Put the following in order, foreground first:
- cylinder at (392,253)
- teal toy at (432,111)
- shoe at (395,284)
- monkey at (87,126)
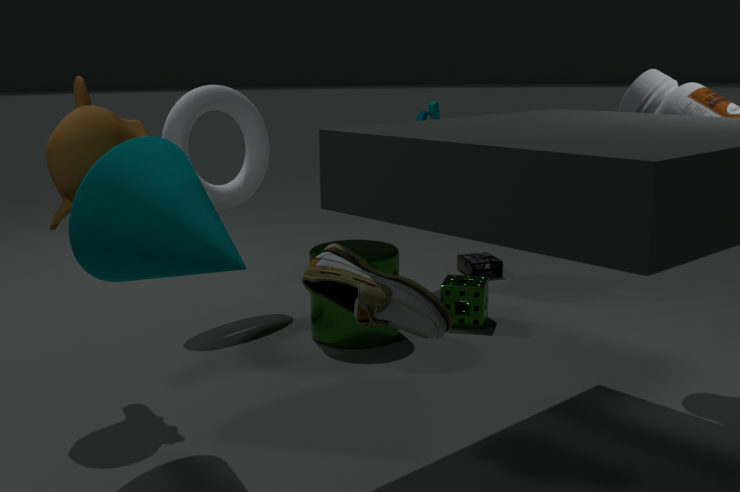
shoe at (395,284)
monkey at (87,126)
cylinder at (392,253)
teal toy at (432,111)
